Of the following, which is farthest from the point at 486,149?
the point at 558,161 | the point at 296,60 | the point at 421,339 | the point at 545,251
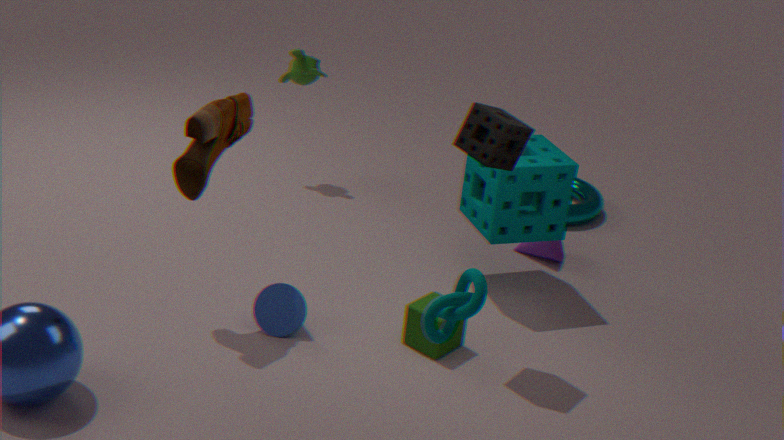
the point at 296,60
